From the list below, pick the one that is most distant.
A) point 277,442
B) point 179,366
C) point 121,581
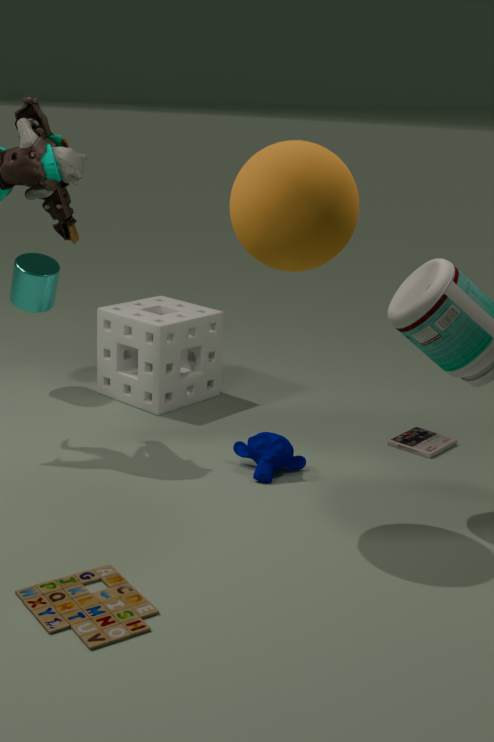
point 179,366
